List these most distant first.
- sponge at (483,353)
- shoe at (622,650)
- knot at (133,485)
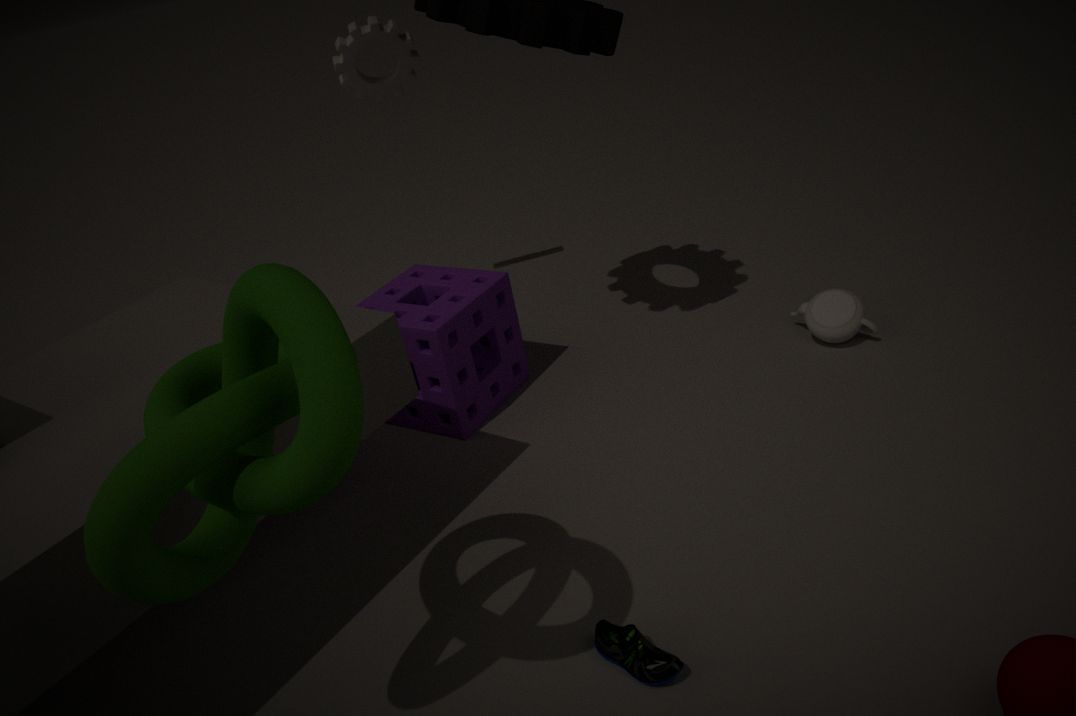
sponge at (483,353), shoe at (622,650), knot at (133,485)
